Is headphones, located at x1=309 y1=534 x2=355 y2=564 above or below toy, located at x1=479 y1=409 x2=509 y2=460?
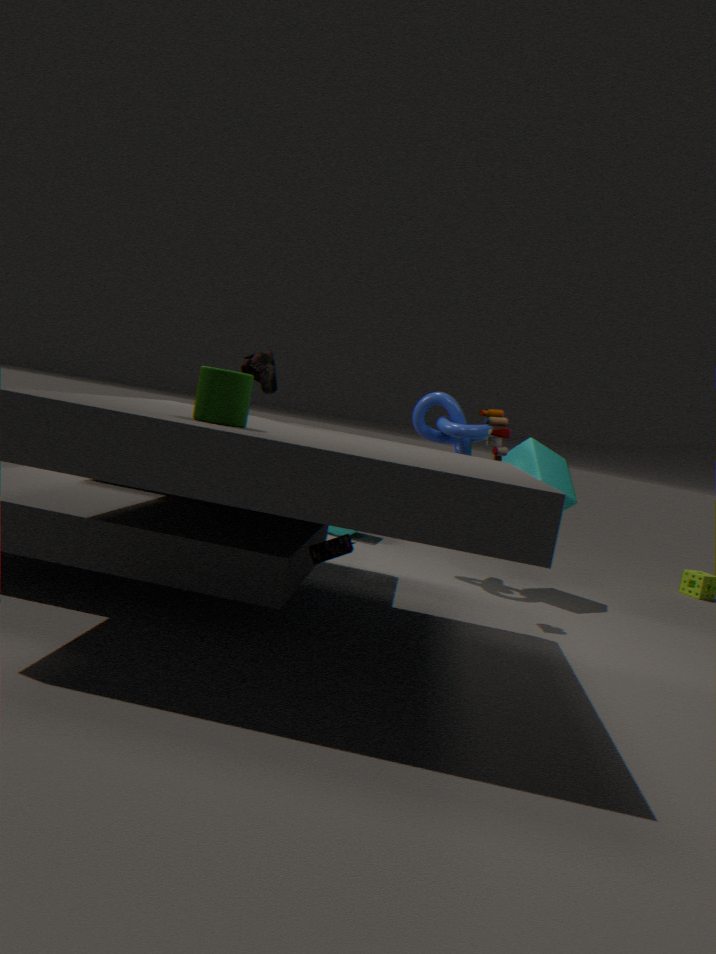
below
